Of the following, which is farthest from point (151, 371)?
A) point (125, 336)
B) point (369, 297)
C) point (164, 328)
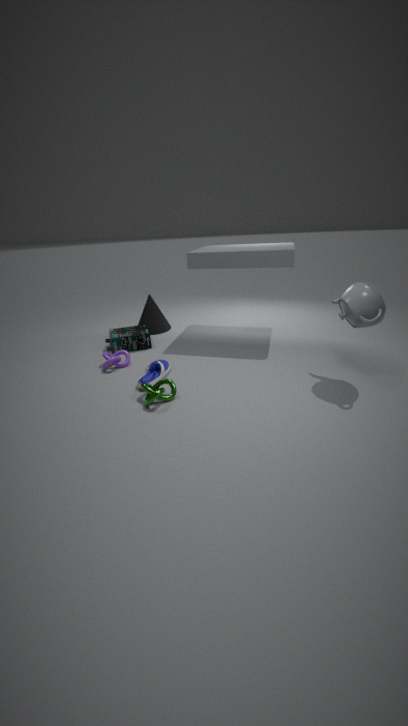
point (369, 297)
